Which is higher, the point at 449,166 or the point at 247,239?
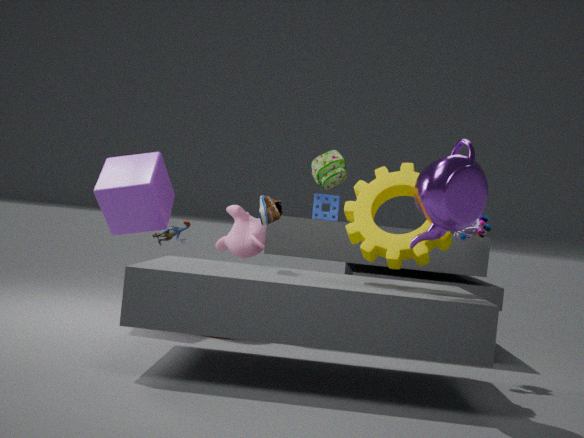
the point at 449,166
